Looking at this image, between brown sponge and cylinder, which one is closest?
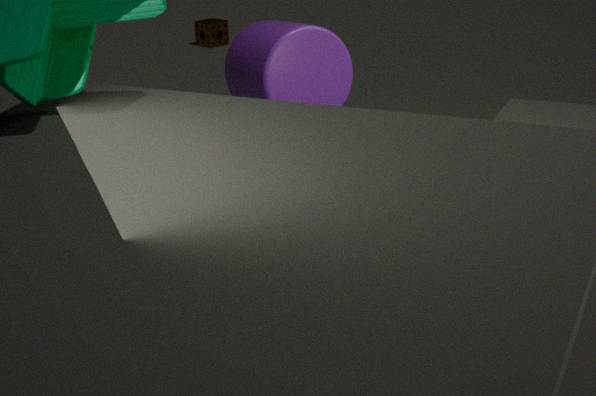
cylinder
